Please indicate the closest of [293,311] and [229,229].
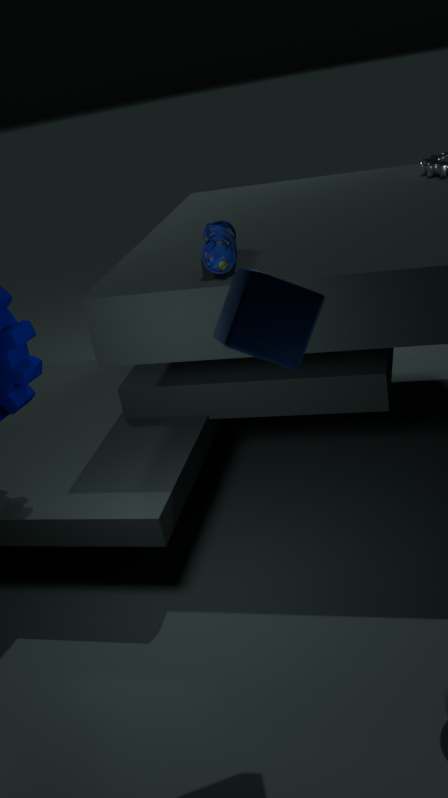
[293,311]
